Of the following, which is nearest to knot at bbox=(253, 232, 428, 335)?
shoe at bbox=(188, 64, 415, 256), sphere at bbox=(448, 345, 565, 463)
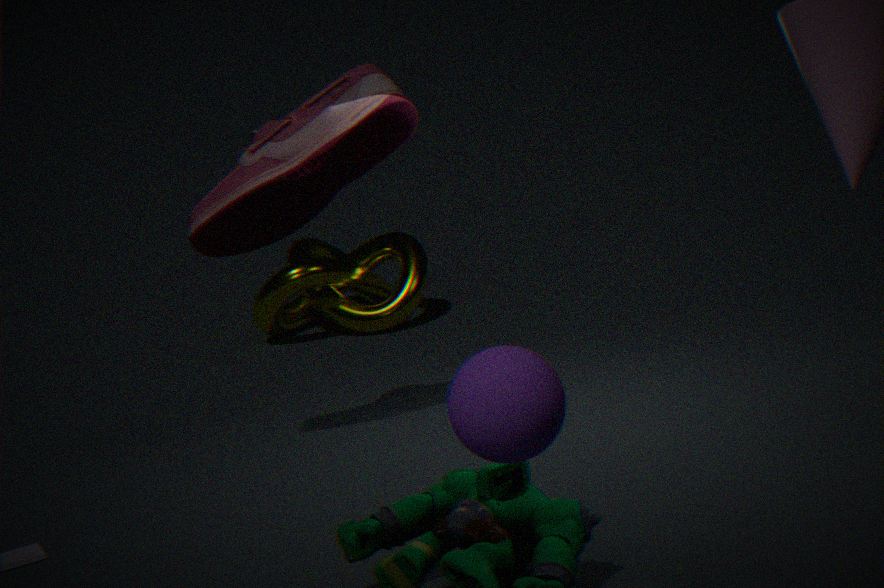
shoe at bbox=(188, 64, 415, 256)
